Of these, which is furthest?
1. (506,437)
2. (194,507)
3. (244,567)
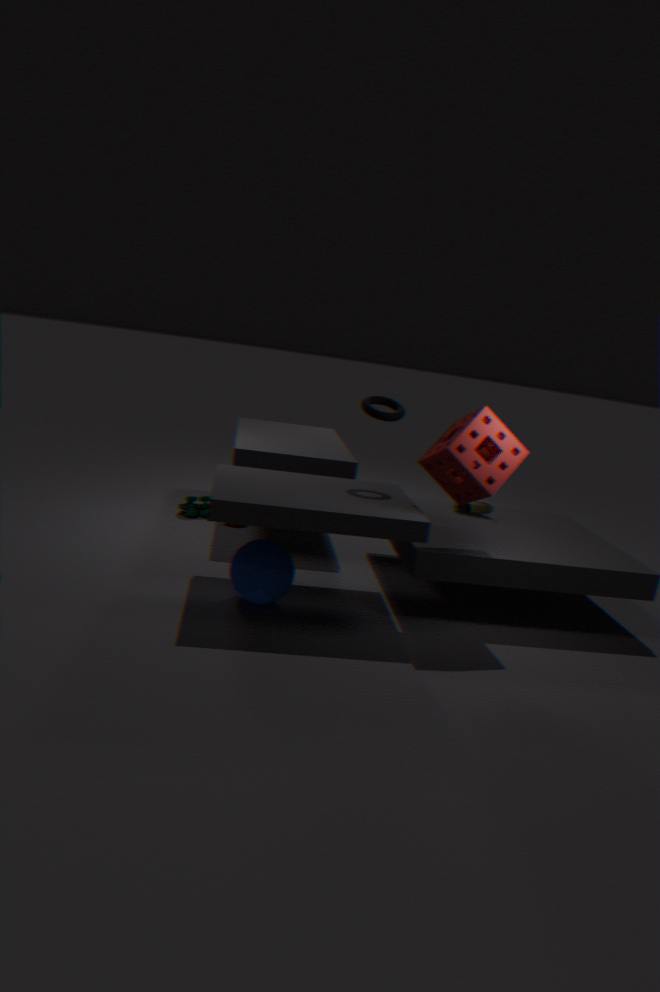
(194,507)
